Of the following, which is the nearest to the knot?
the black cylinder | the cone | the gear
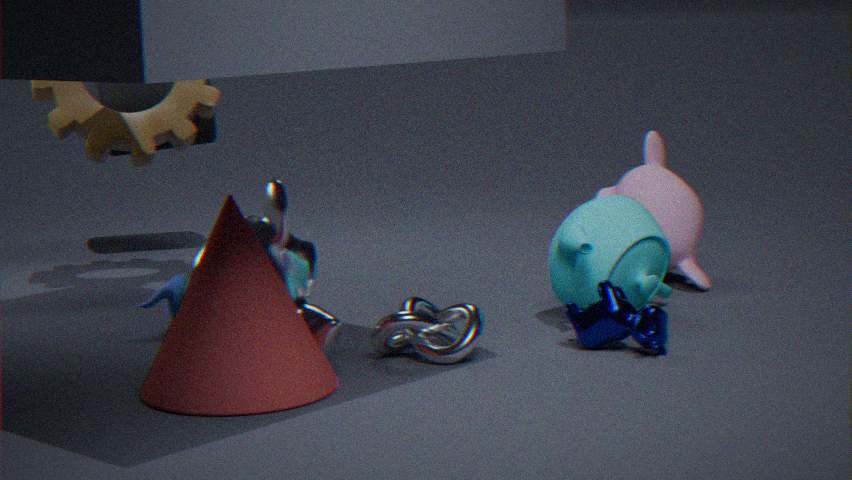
the cone
